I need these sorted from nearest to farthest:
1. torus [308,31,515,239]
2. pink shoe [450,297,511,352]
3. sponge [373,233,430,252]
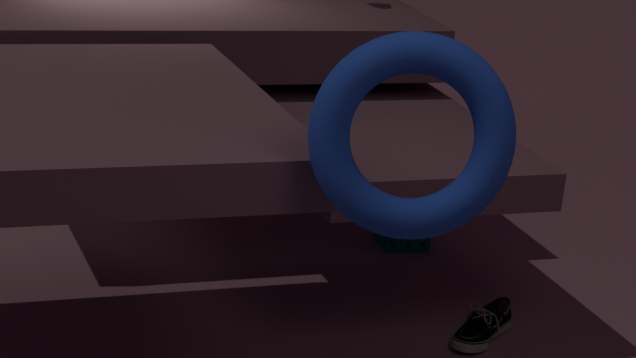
torus [308,31,515,239]
pink shoe [450,297,511,352]
sponge [373,233,430,252]
